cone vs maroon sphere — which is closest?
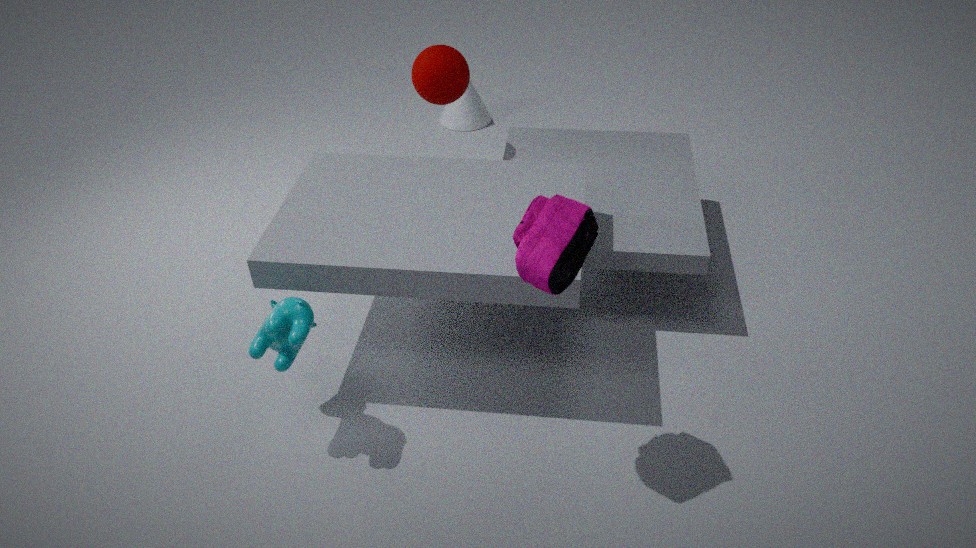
maroon sphere
